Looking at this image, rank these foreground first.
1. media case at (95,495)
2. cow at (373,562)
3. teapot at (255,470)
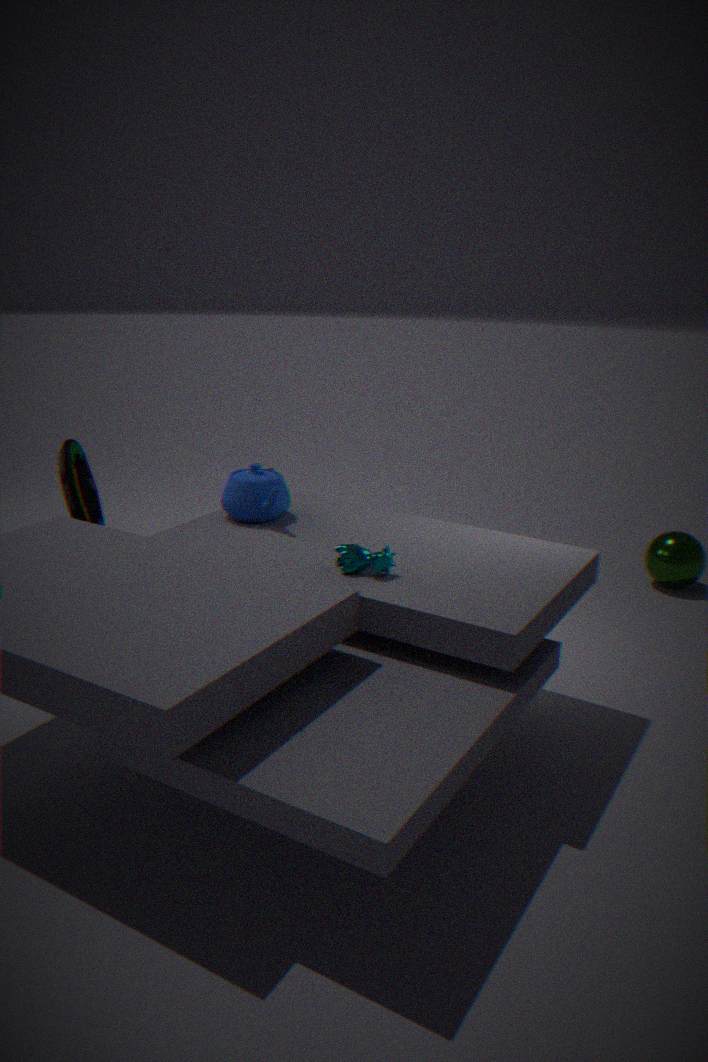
1. cow at (373,562)
2. teapot at (255,470)
3. media case at (95,495)
